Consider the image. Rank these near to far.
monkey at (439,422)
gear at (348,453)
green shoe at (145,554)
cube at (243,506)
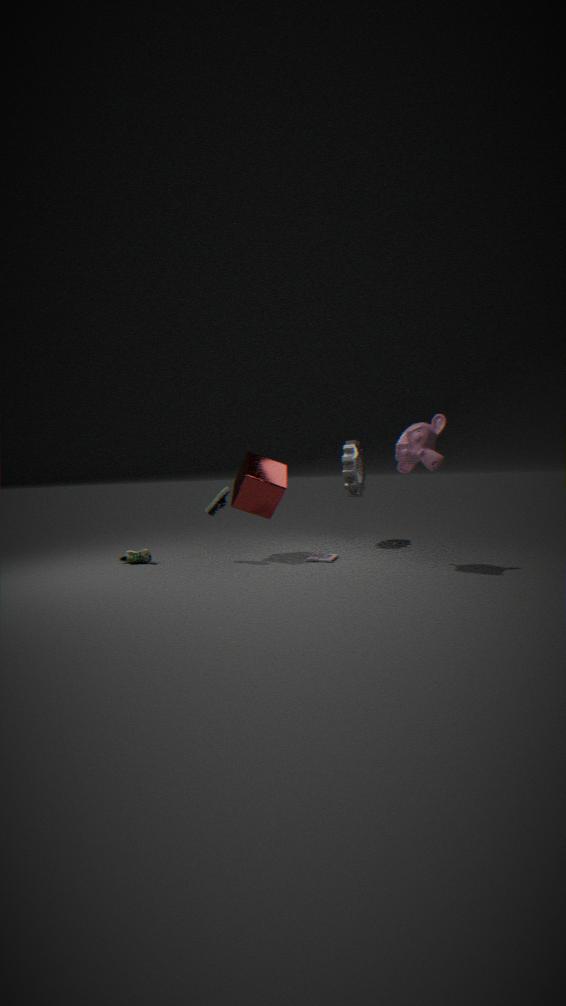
1. monkey at (439,422)
2. cube at (243,506)
3. green shoe at (145,554)
4. gear at (348,453)
